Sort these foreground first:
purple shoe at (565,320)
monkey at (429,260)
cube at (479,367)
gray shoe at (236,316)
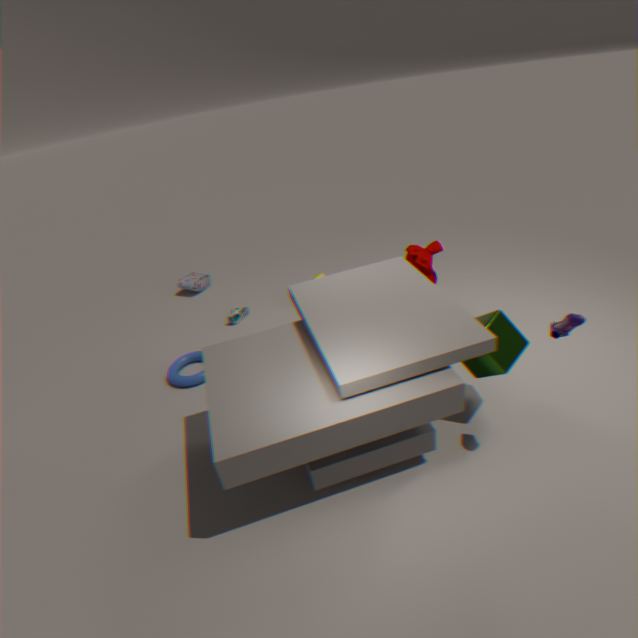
purple shoe at (565,320)
cube at (479,367)
monkey at (429,260)
gray shoe at (236,316)
